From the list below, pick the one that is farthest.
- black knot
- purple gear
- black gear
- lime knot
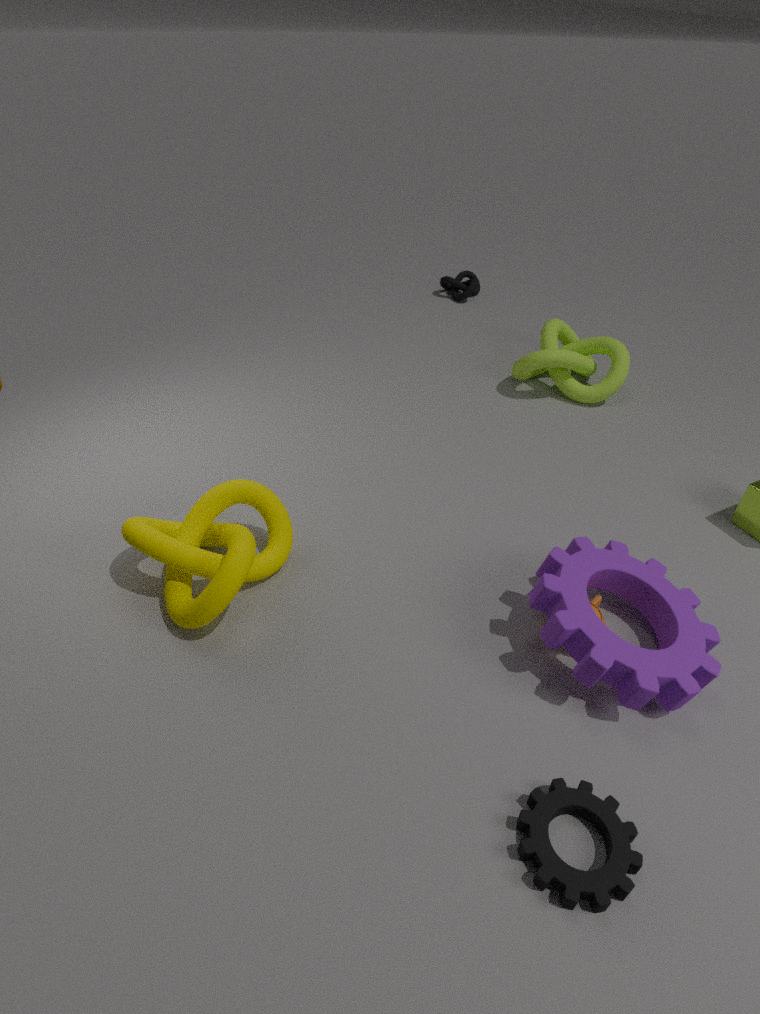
black knot
